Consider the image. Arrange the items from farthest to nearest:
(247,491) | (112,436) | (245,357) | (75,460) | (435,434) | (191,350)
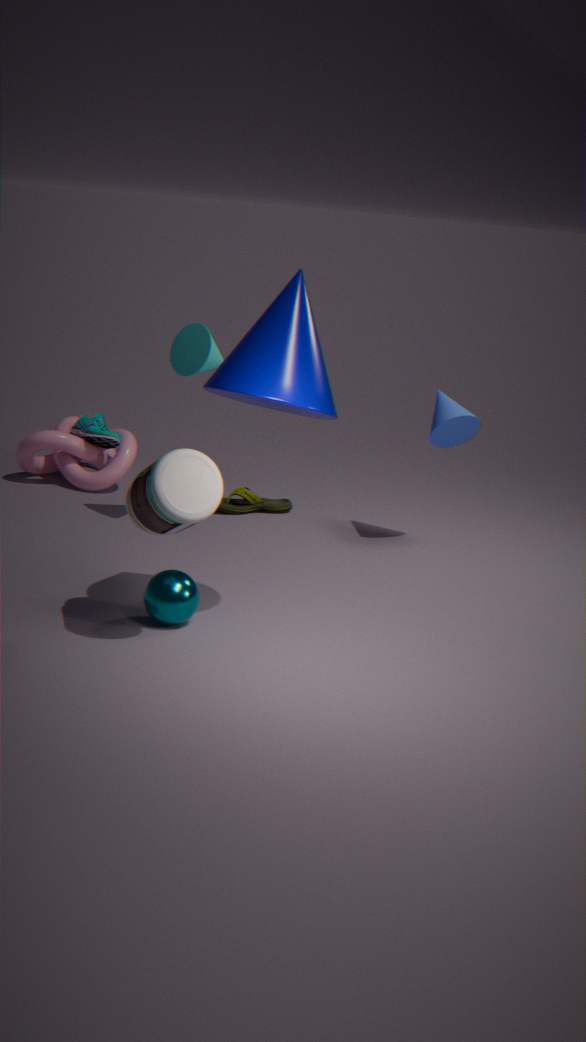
(75,460) → (112,436) → (247,491) → (435,434) → (191,350) → (245,357)
